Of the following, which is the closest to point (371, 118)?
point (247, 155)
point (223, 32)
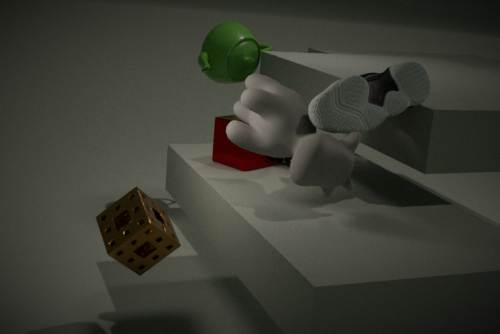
point (247, 155)
